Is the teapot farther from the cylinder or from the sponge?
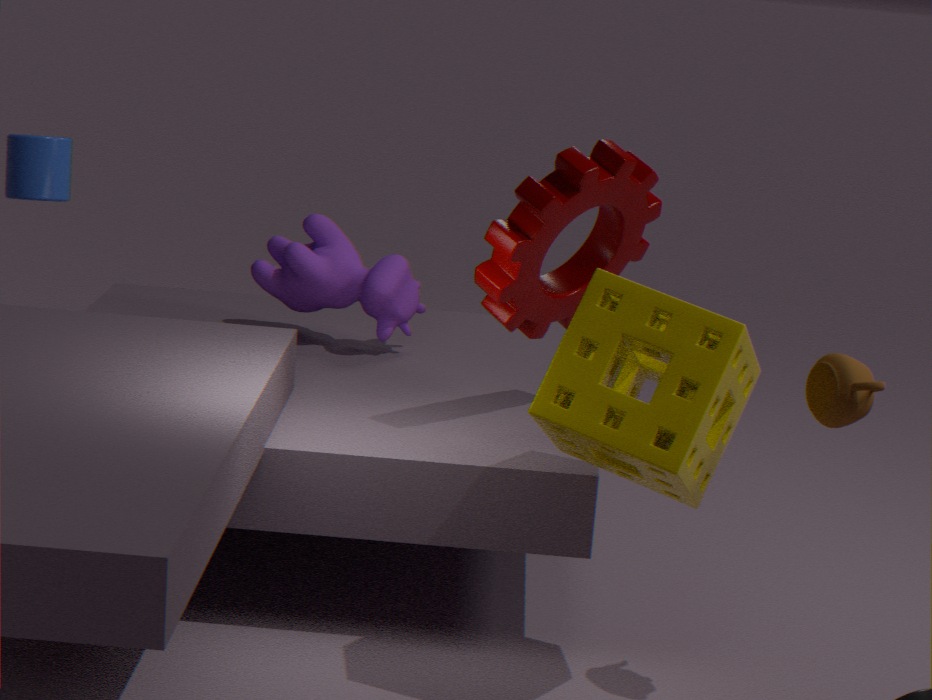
the cylinder
